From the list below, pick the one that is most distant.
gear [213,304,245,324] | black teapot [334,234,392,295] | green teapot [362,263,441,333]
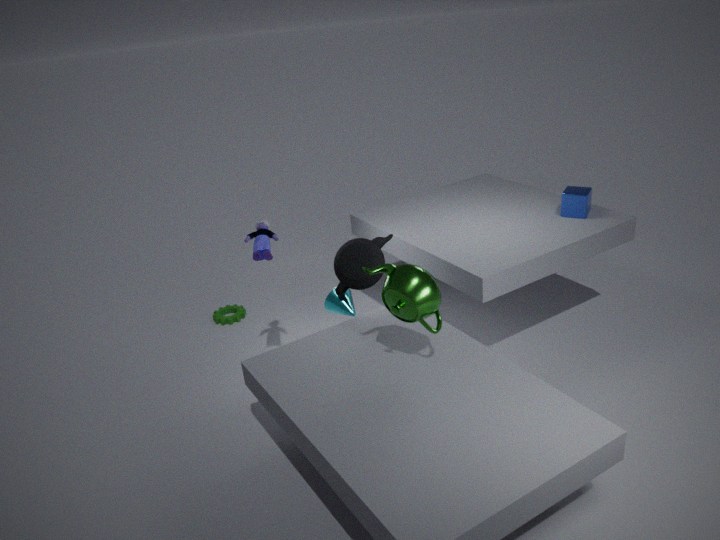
gear [213,304,245,324]
